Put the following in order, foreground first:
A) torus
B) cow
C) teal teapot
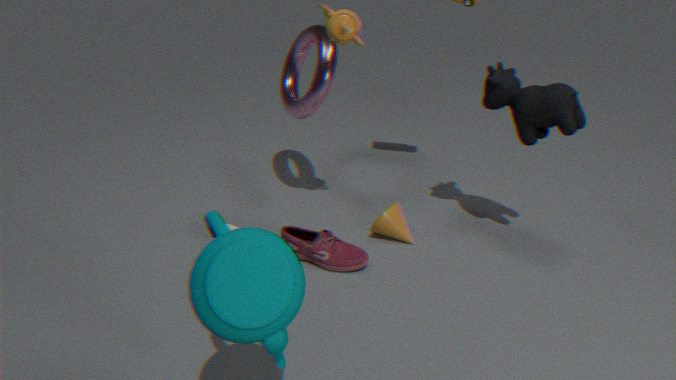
C. teal teapot < B. cow < A. torus
